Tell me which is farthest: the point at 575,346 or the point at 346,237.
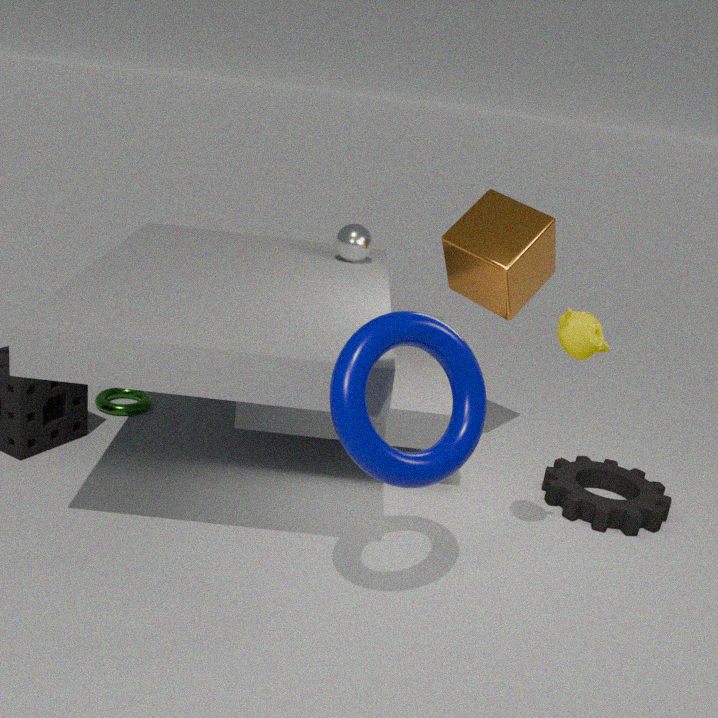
the point at 346,237
